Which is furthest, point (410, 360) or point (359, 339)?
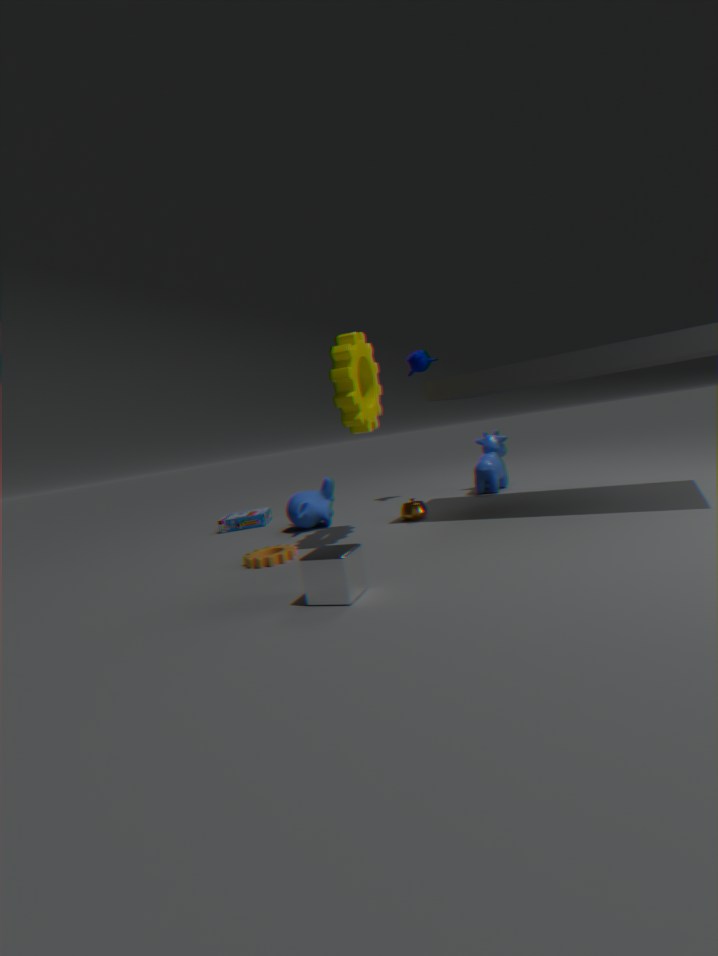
point (410, 360)
